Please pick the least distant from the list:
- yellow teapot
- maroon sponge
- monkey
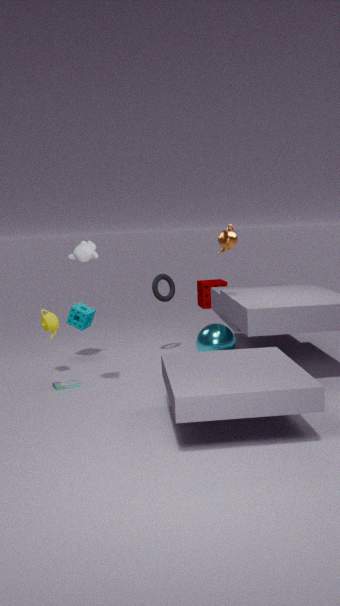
monkey
